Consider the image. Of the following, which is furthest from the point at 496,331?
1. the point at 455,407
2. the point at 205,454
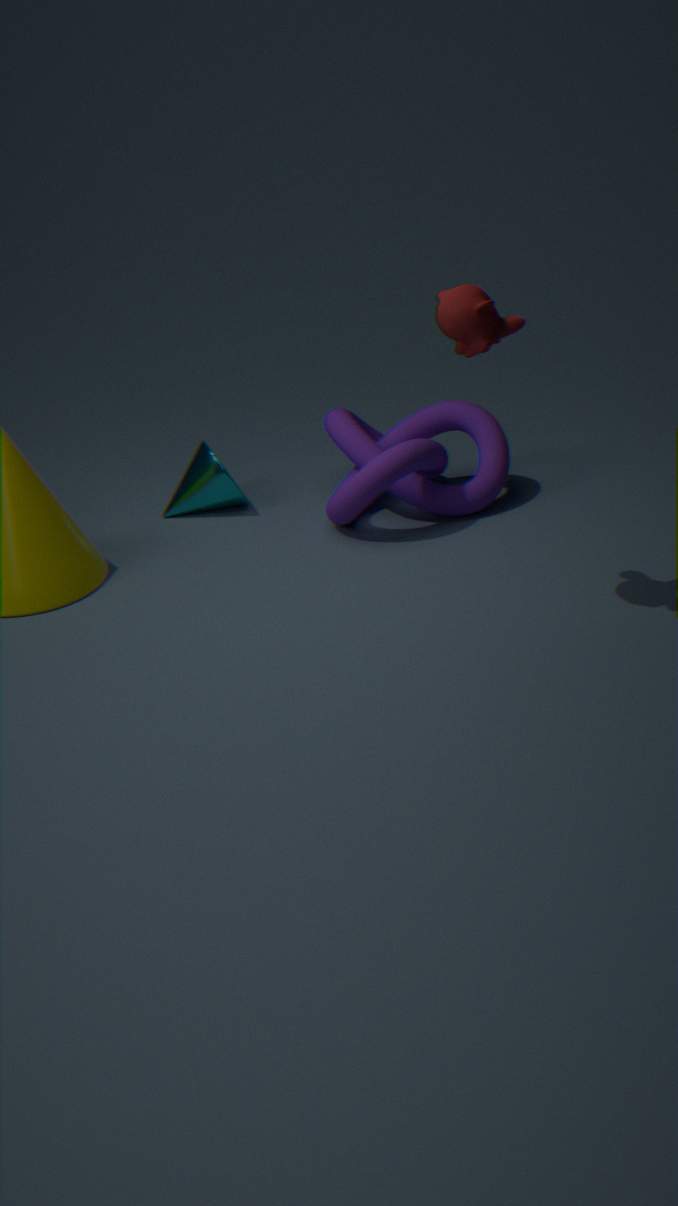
the point at 205,454
